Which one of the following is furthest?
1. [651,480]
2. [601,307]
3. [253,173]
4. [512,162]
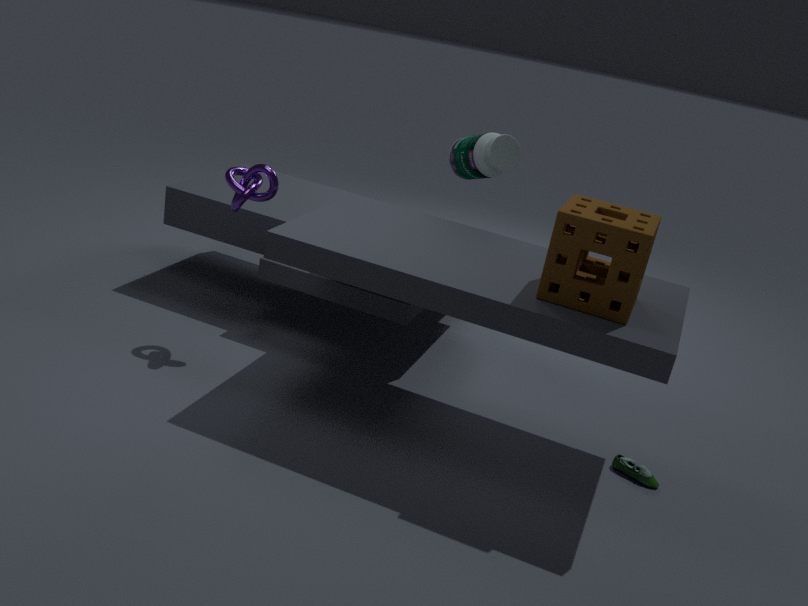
[512,162]
